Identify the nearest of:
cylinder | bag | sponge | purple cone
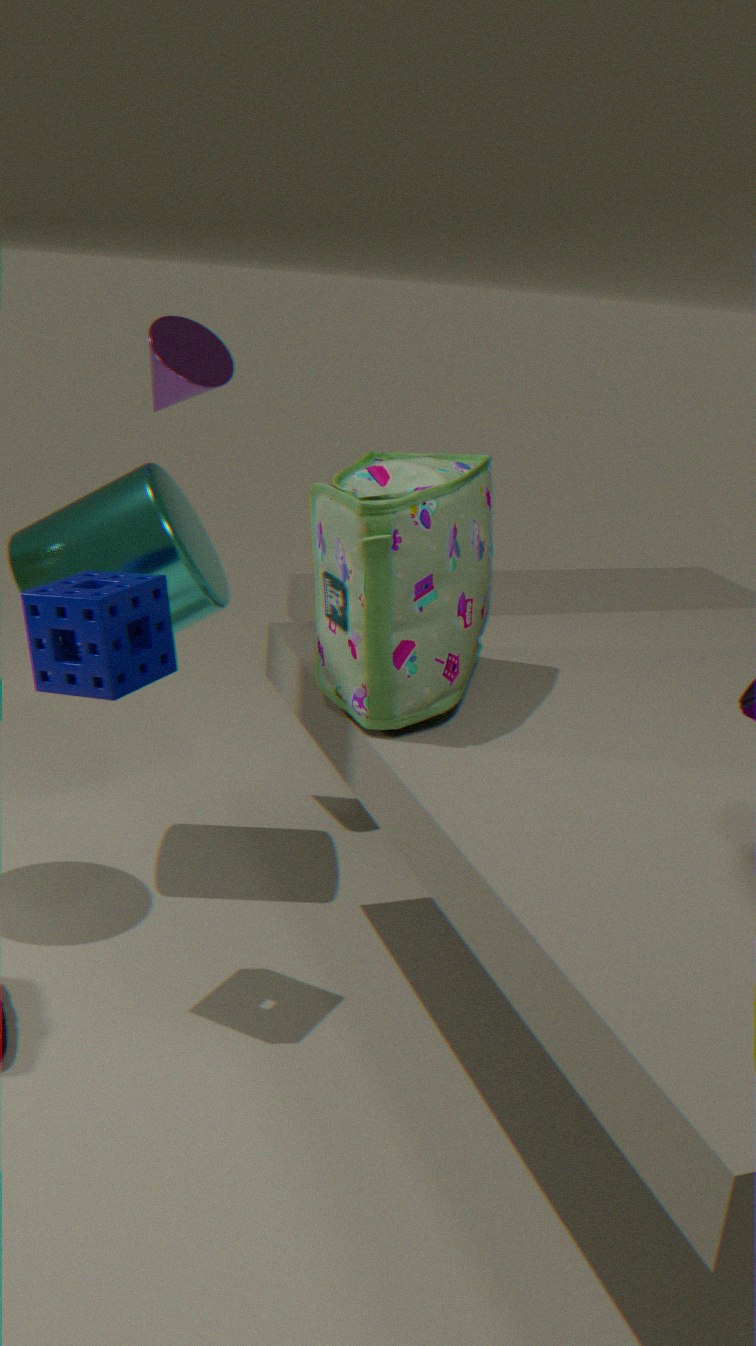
bag
